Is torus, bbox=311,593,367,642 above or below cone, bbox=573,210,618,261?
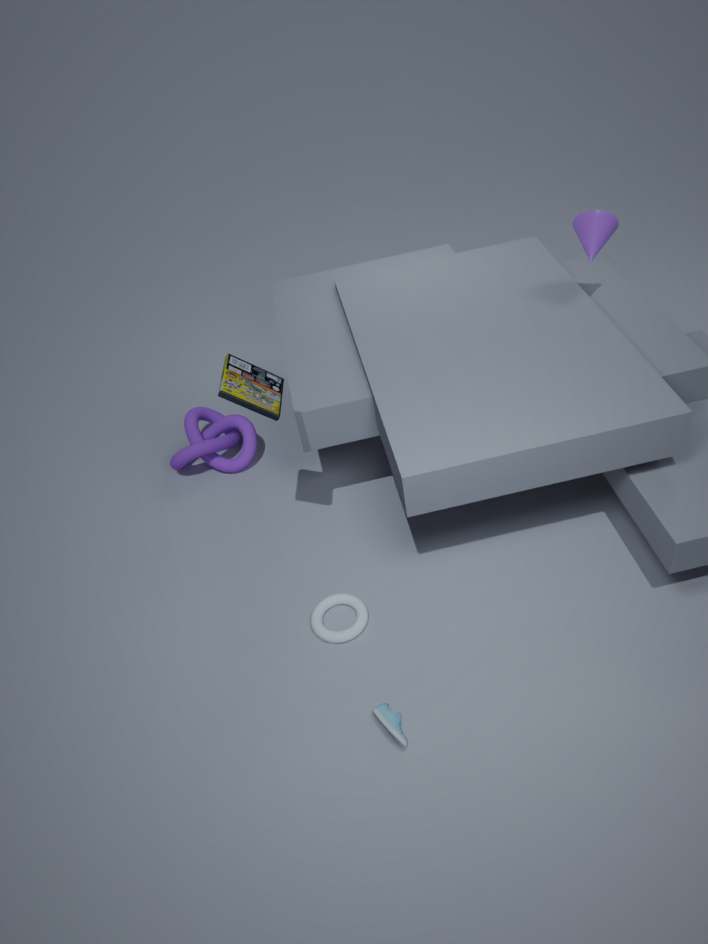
below
